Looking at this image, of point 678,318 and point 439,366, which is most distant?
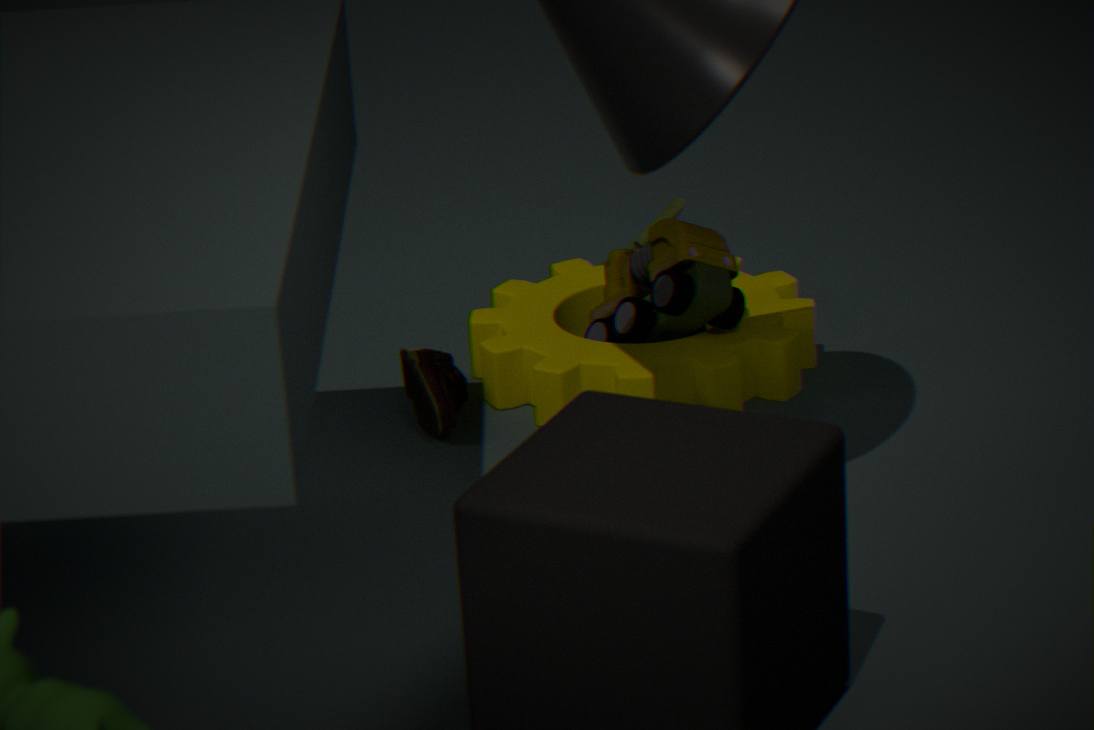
point 439,366
